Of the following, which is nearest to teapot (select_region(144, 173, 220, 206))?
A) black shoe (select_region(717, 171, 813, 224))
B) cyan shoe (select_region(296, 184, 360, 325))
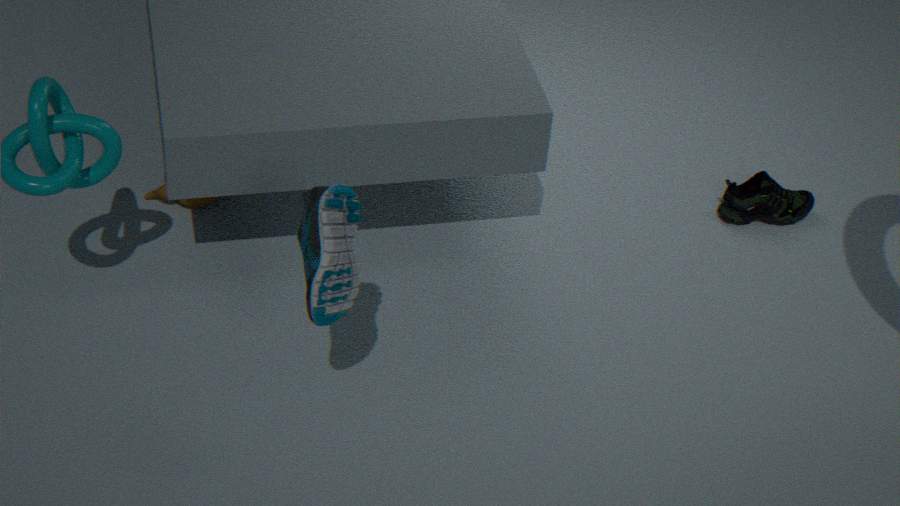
cyan shoe (select_region(296, 184, 360, 325))
